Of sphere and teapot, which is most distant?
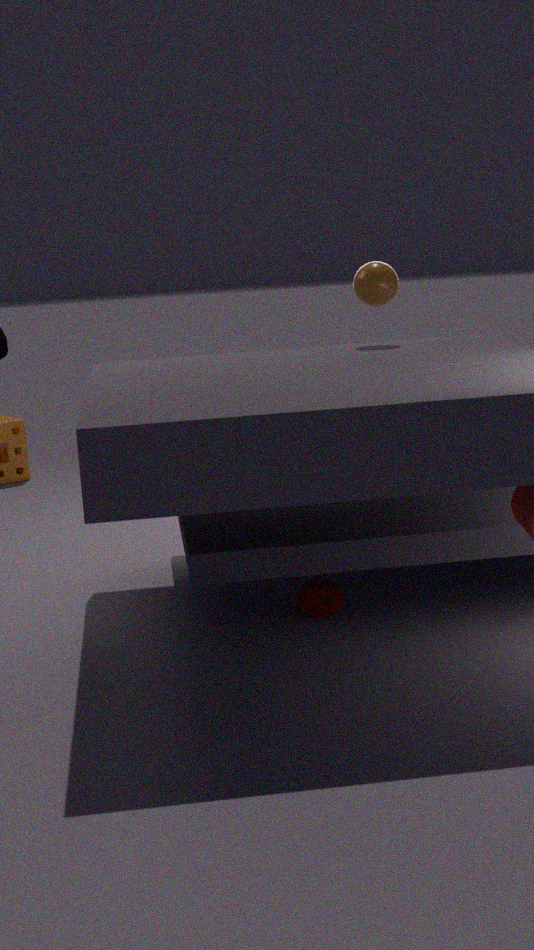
sphere
